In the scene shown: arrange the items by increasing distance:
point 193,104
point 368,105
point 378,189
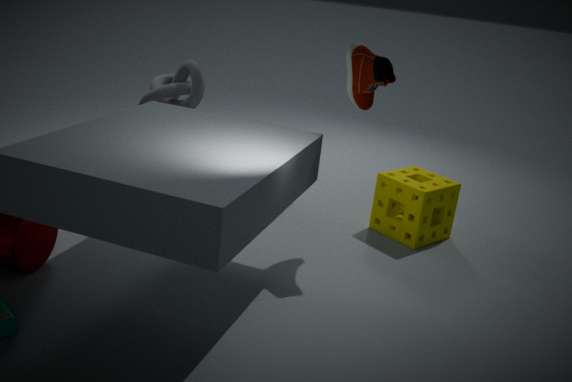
point 368,105 → point 378,189 → point 193,104
